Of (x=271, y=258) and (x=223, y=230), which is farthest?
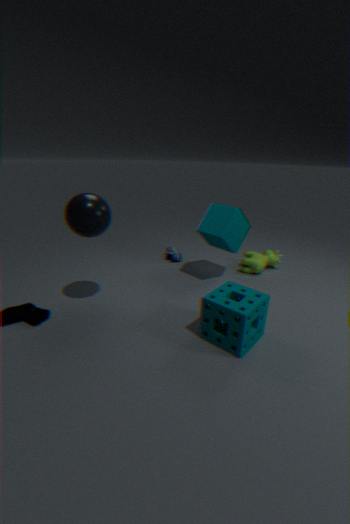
(x=271, y=258)
